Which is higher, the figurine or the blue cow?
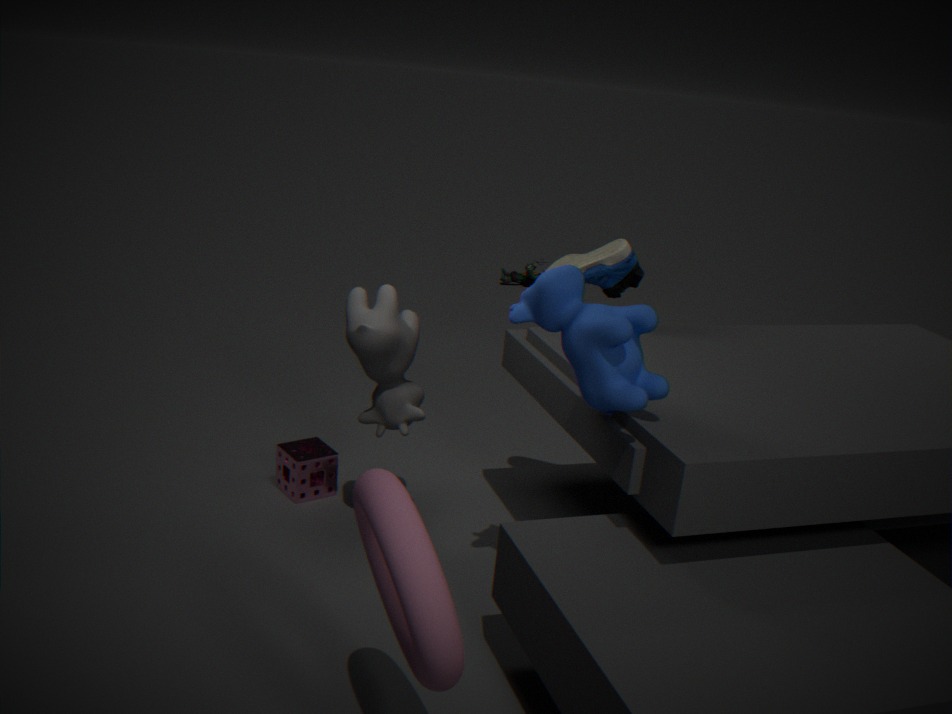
the blue cow
